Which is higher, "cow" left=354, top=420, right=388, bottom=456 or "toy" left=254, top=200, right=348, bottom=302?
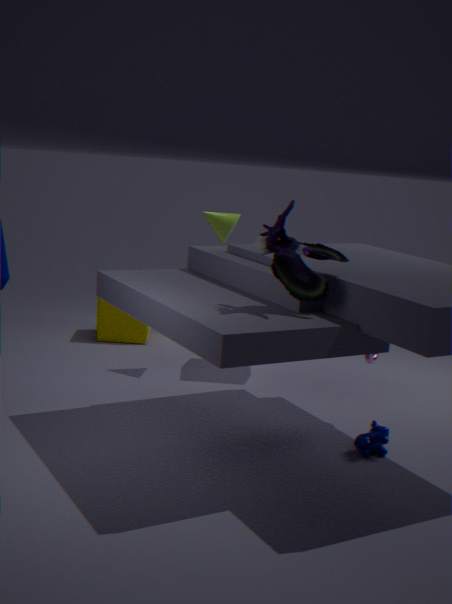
"toy" left=254, top=200, right=348, bottom=302
